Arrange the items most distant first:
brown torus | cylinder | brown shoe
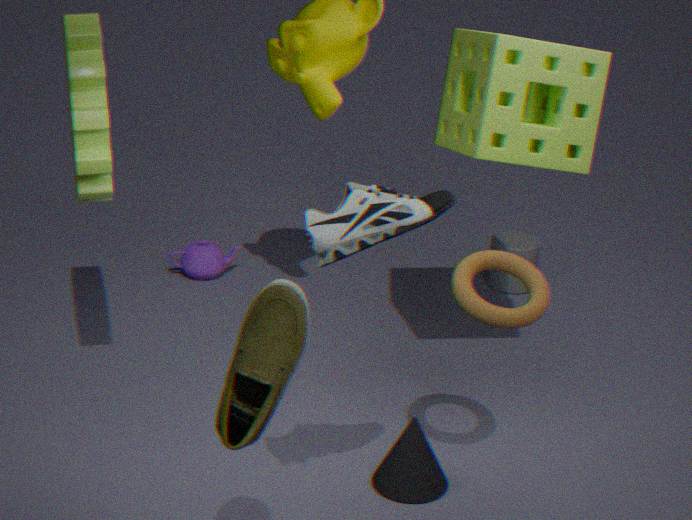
cylinder → brown torus → brown shoe
